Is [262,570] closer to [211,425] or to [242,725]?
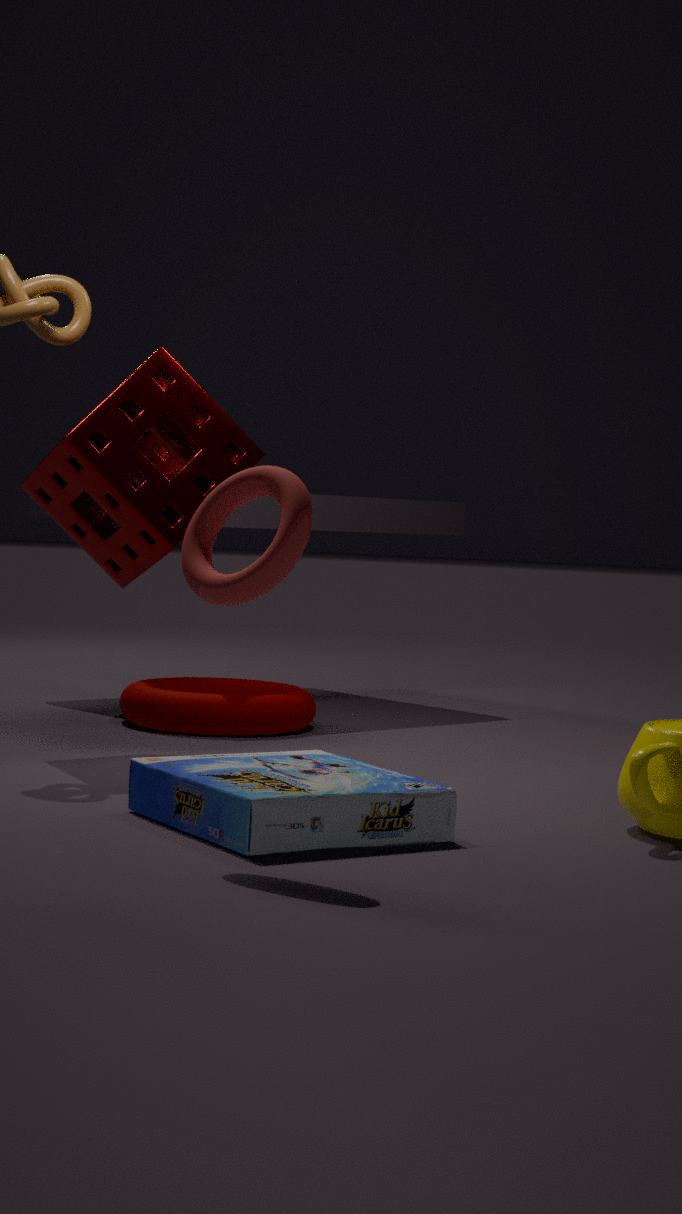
[211,425]
